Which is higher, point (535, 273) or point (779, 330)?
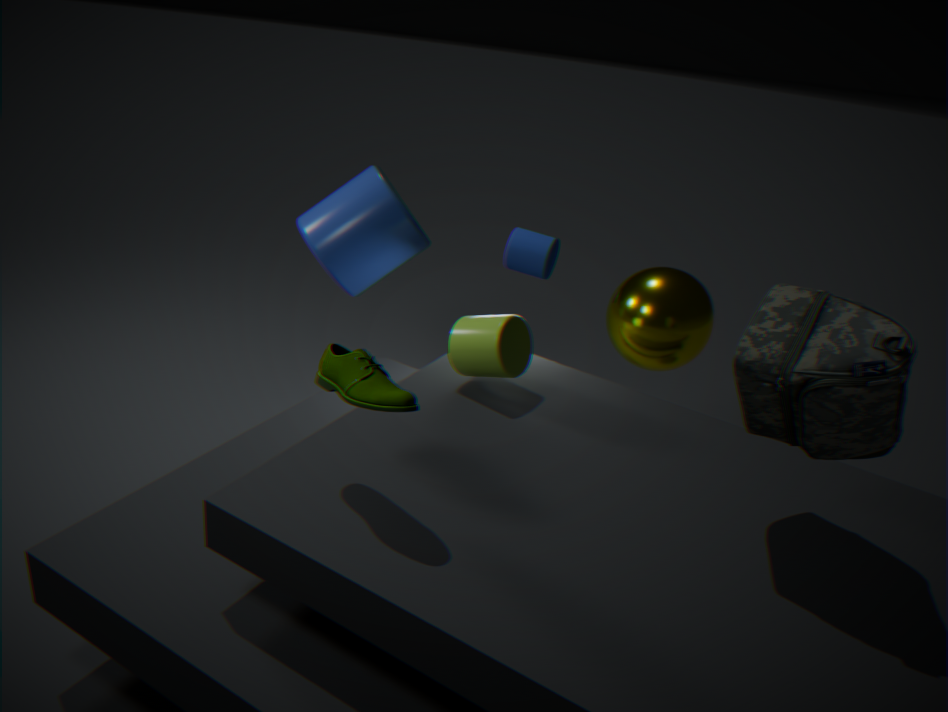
point (779, 330)
